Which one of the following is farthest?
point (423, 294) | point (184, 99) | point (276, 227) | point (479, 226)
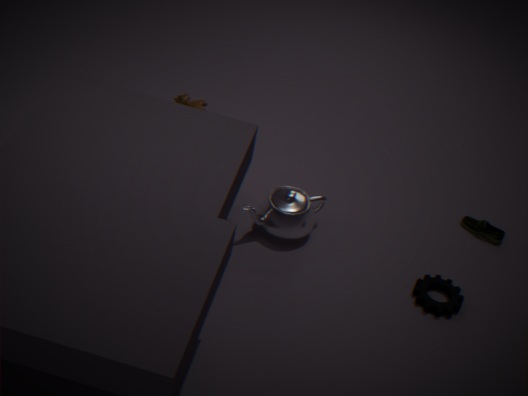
point (184, 99)
